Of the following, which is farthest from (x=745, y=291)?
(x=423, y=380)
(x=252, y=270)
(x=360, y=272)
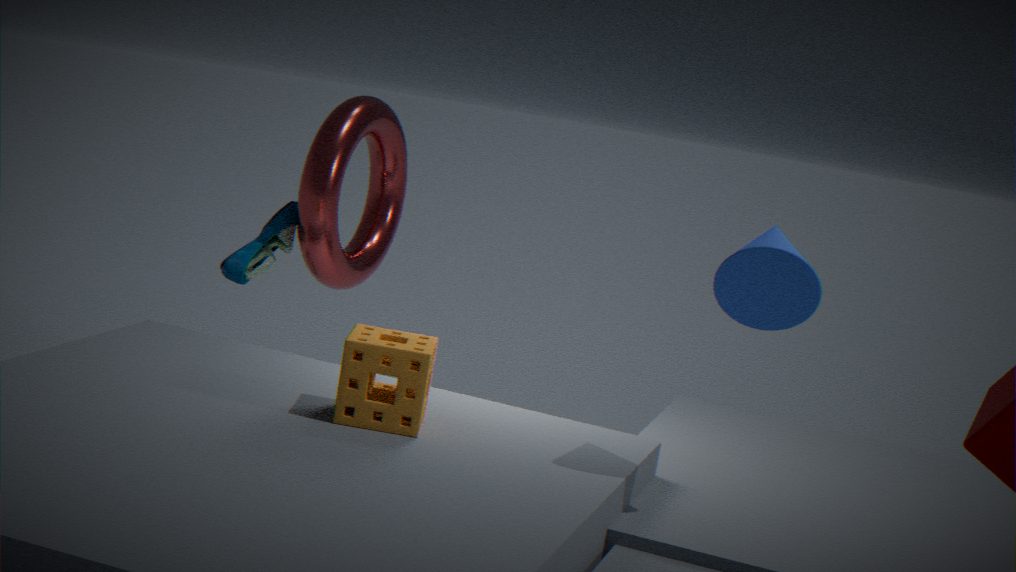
(x=252, y=270)
